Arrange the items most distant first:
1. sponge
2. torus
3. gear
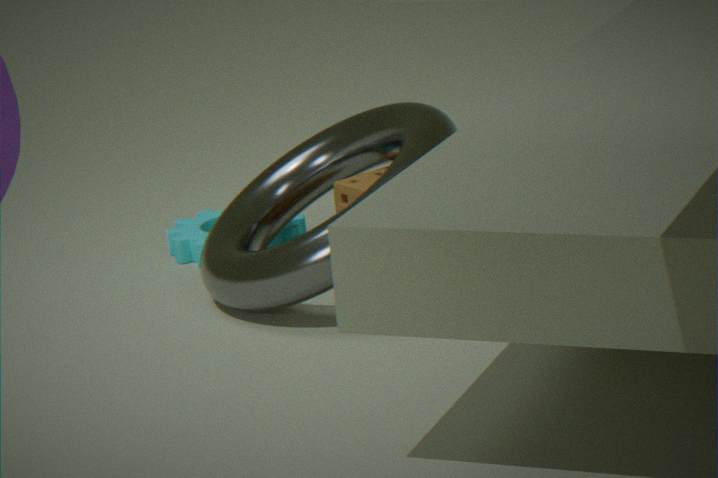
gear → sponge → torus
